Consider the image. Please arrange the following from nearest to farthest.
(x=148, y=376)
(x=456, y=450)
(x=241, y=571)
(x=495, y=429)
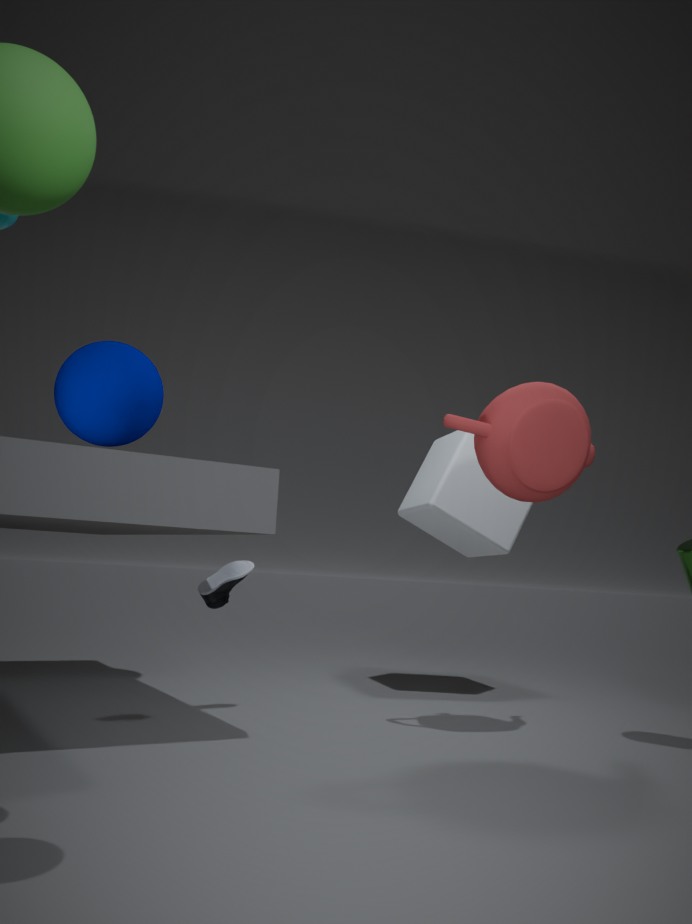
(x=495, y=429)
(x=241, y=571)
(x=148, y=376)
(x=456, y=450)
